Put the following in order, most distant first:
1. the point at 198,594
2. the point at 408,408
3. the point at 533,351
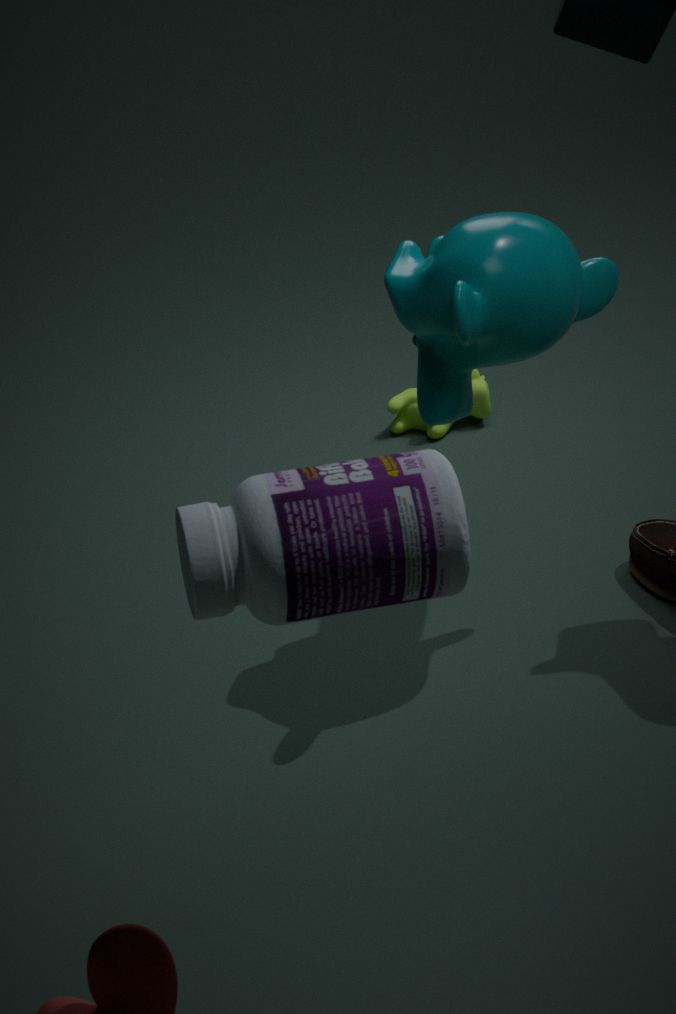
1. the point at 408,408
2. the point at 533,351
3. the point at 198,594
